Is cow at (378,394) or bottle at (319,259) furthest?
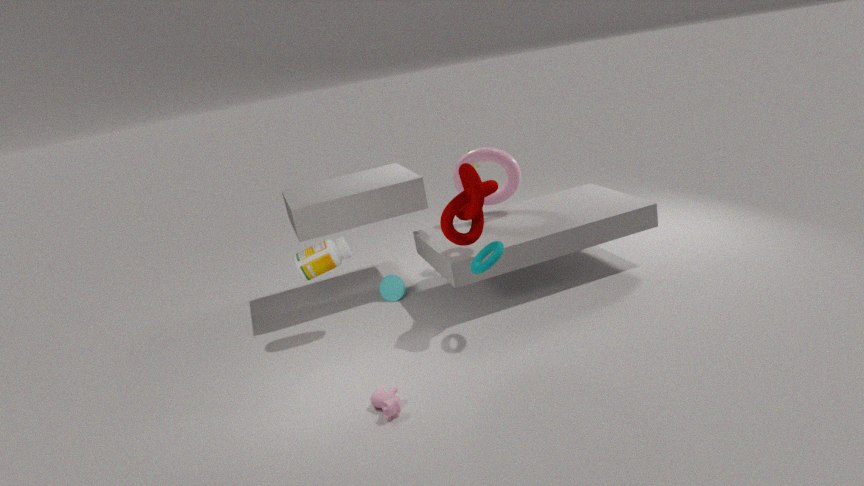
bottle at (319,259)
